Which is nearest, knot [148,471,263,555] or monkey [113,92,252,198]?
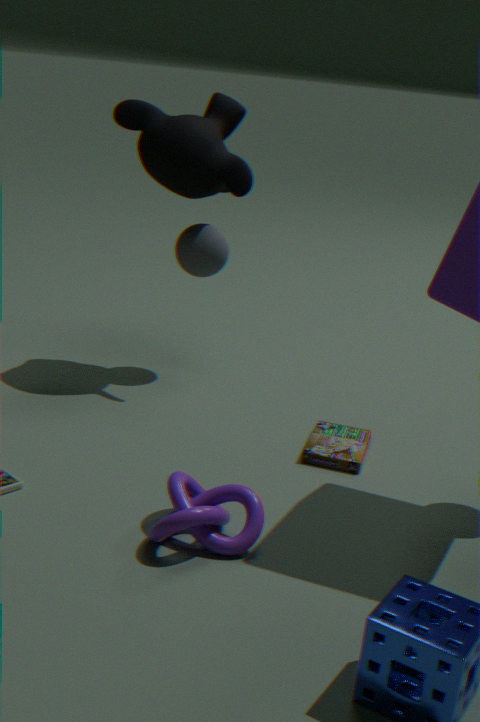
knot [148,471,263,555]
